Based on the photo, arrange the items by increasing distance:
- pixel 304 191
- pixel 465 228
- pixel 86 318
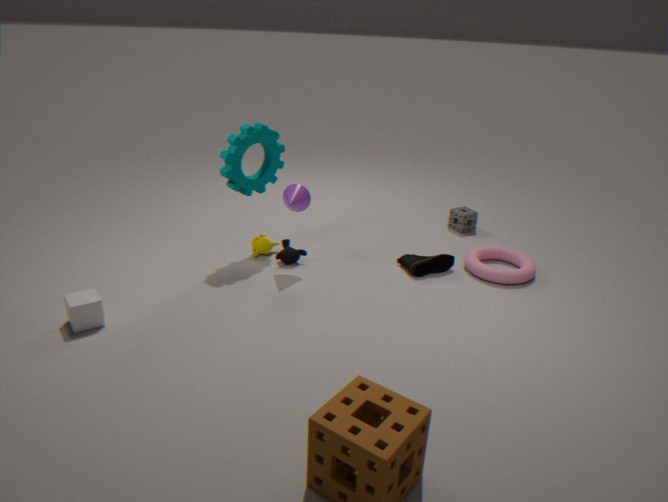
pixel 86 318, pixel 304 191, pixel 465 228
